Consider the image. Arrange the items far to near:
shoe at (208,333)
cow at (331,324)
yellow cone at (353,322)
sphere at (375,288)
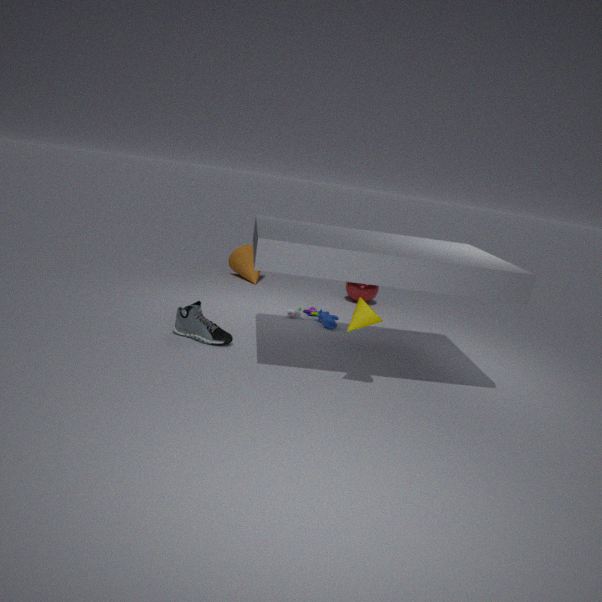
1. sphere at (375,288)
2. cow at (331,324)
3. shoe at (208,333)
4. yellow cone at (353,322)
